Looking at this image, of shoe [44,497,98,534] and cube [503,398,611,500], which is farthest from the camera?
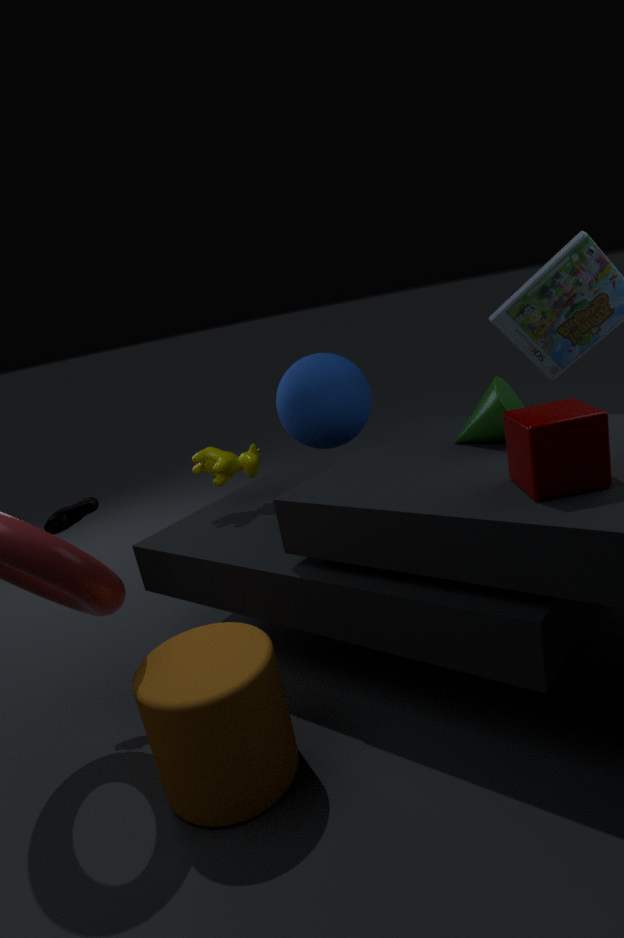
shoe [44,497,98,534]
